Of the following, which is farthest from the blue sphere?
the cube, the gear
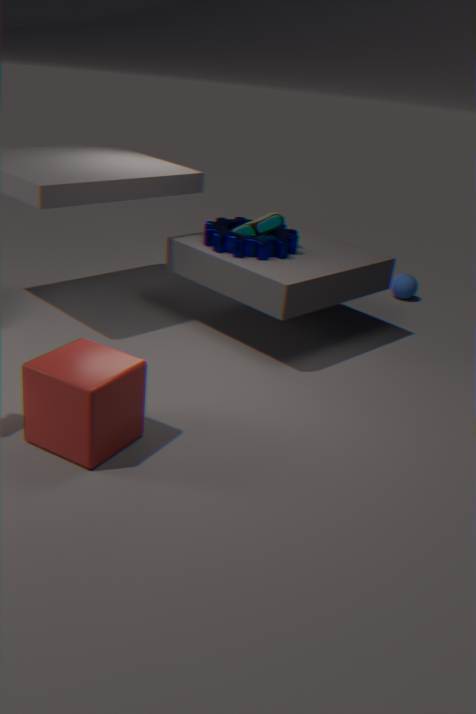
the cube
